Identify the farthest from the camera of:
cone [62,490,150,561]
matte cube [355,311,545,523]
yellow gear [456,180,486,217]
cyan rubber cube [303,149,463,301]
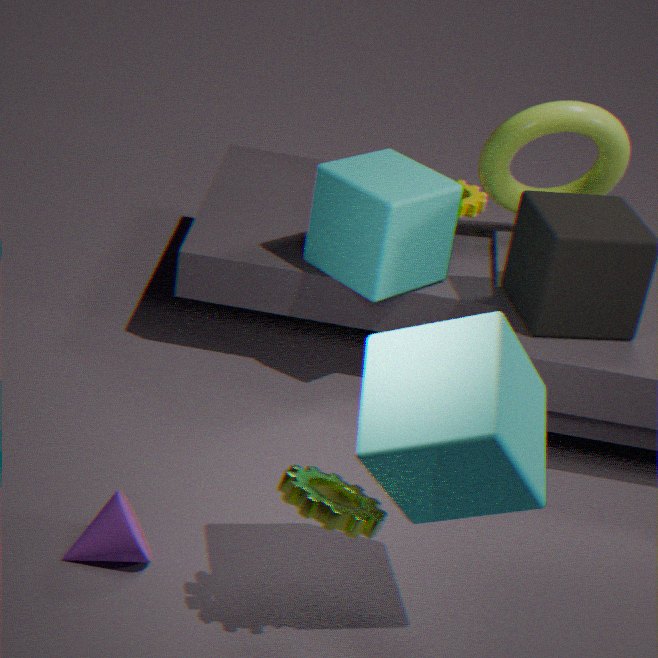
yellow gear [456,180,486,217]
